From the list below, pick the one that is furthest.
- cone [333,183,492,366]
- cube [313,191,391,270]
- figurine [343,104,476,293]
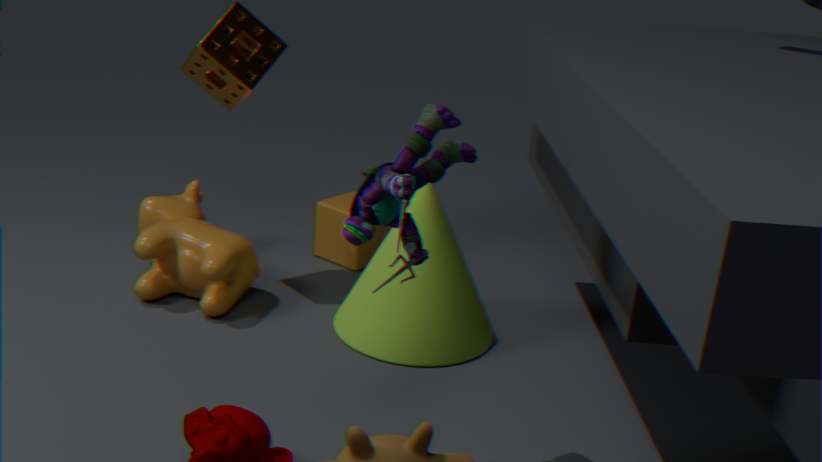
cube [313,191,391,270]
